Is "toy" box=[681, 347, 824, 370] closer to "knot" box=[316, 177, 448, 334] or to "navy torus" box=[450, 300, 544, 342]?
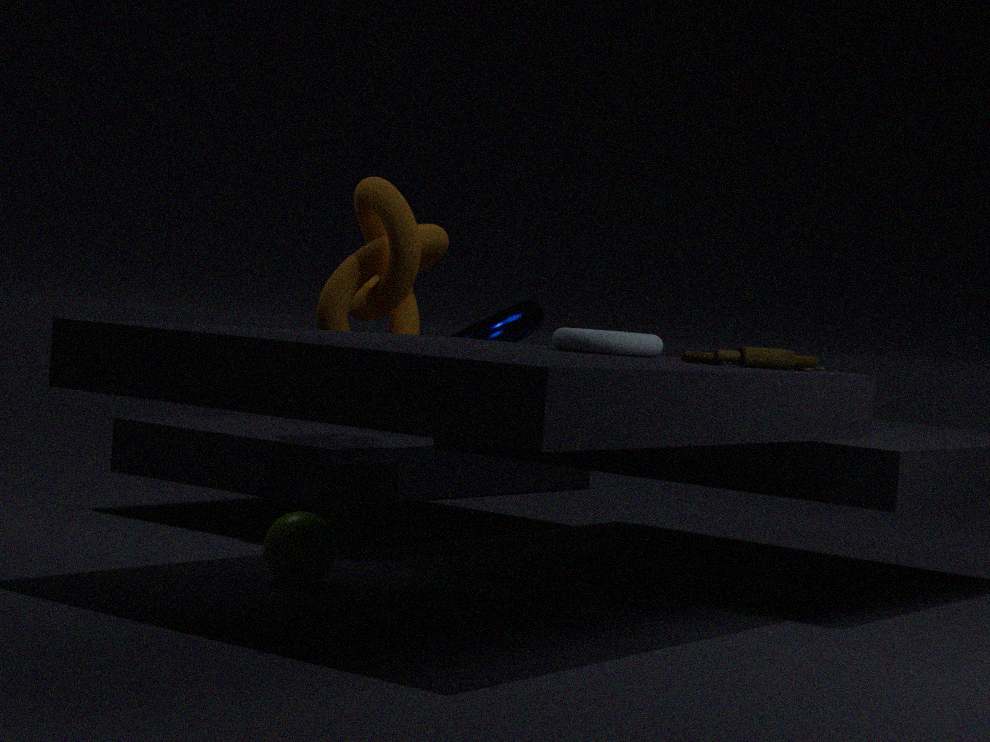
"knot" box=[316, 177, 448, 334]
